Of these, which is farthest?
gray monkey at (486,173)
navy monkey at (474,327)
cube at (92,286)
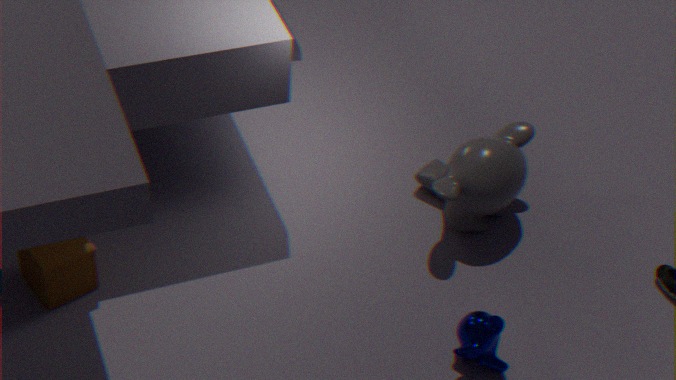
gray monkey at (486,173)
